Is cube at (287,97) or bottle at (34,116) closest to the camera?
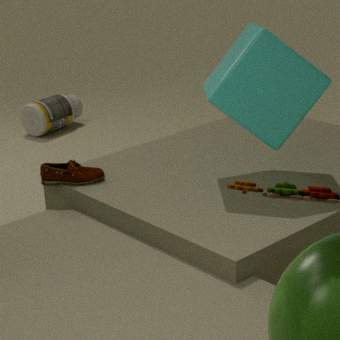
cube at (287,97)
